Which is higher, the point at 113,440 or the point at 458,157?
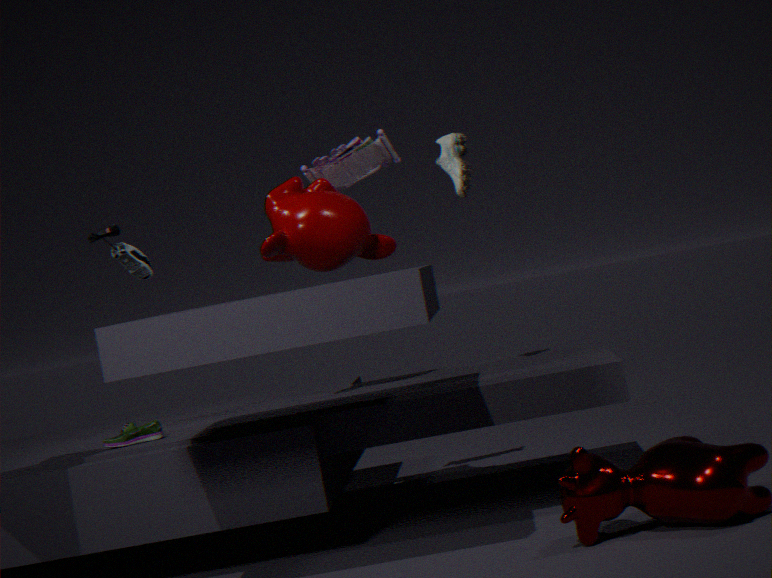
the point at 458,157
